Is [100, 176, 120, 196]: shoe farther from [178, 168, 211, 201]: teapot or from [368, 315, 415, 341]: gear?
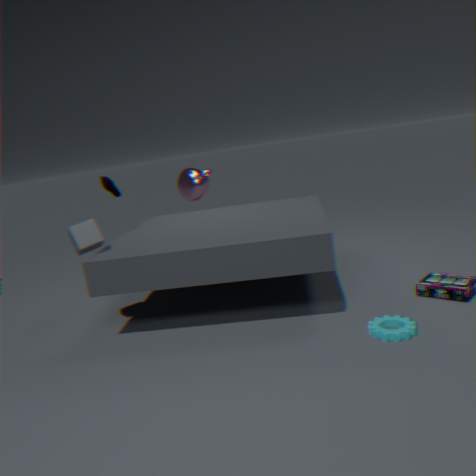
[368, 315, 415, 341]: gear
